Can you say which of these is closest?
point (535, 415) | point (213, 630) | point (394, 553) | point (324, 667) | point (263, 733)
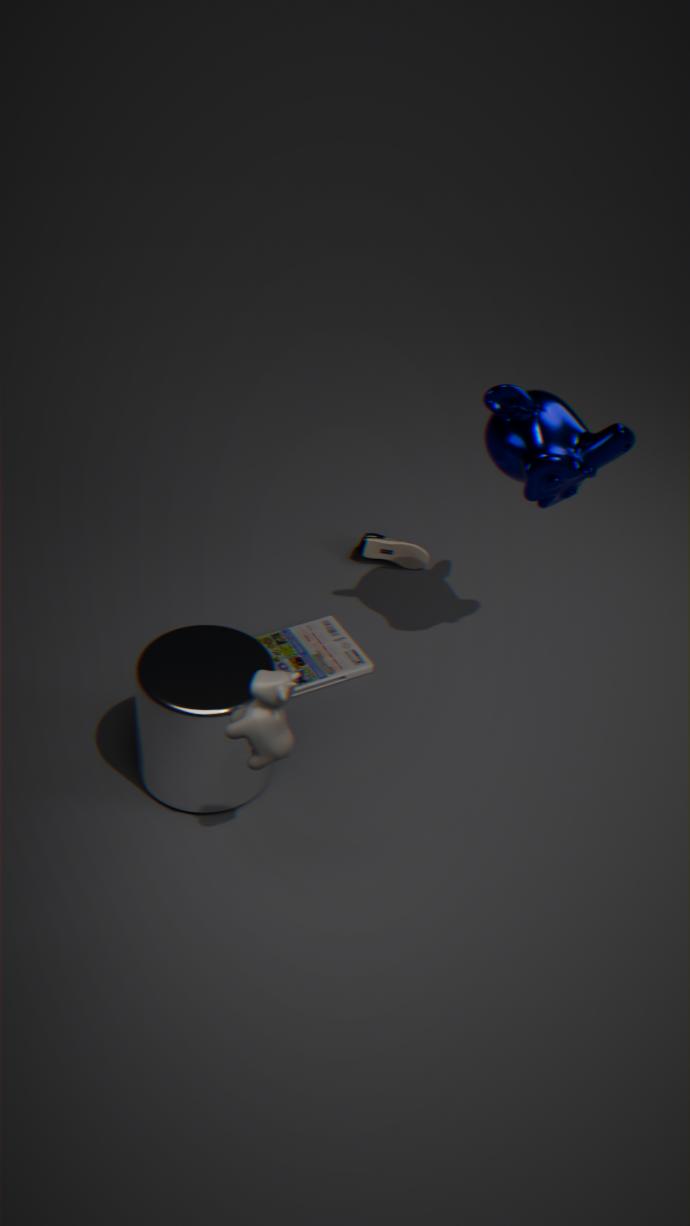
point (263, 733)
